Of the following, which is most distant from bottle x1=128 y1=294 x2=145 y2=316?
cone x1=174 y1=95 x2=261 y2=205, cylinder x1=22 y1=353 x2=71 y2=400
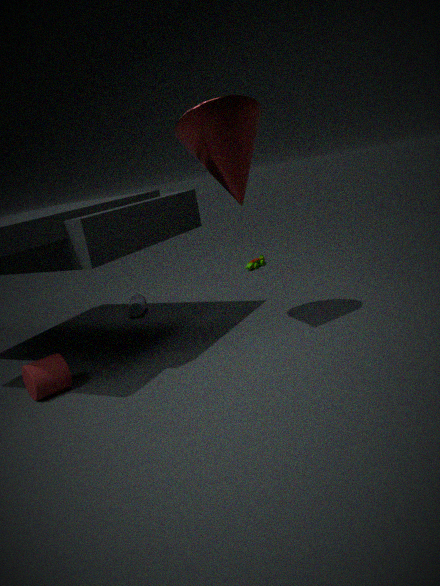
cone x1=174 y1=95 x2=261 y2=205
